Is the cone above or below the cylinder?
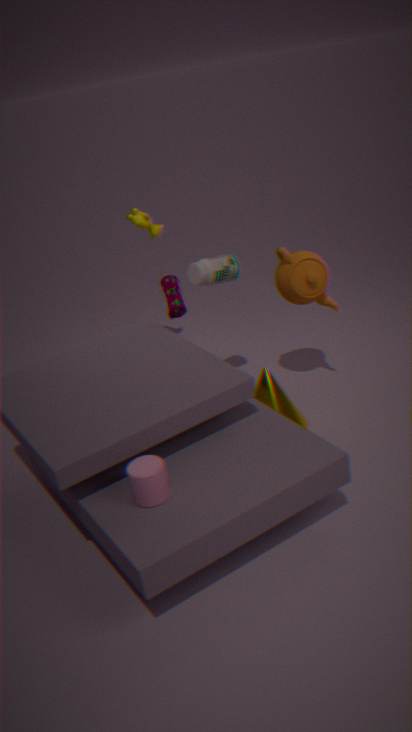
below
